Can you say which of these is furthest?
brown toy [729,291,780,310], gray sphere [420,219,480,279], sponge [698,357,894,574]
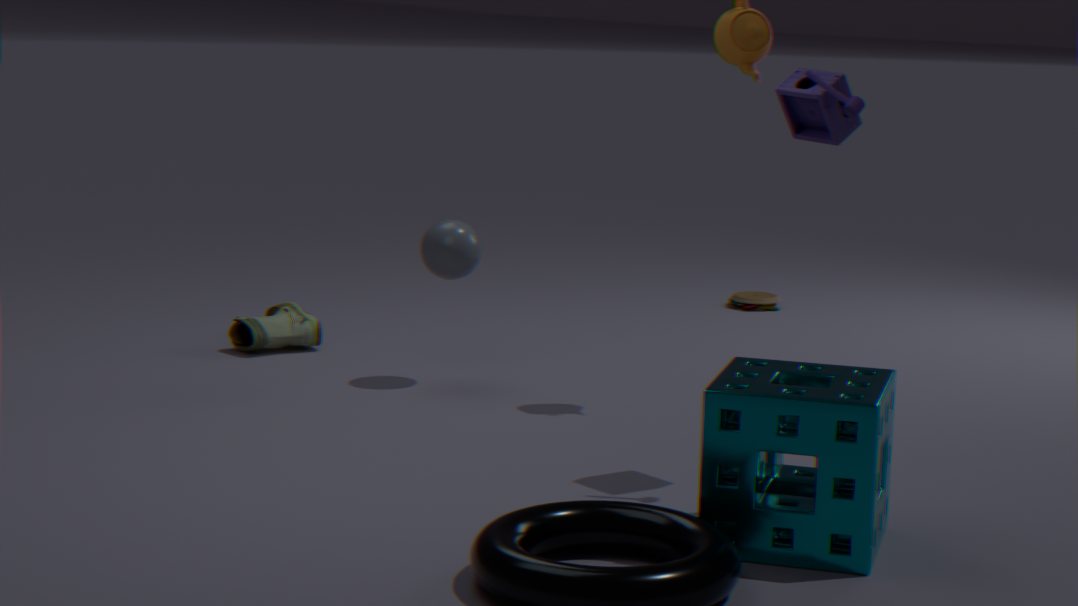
brown toy [729,291,780,310]
